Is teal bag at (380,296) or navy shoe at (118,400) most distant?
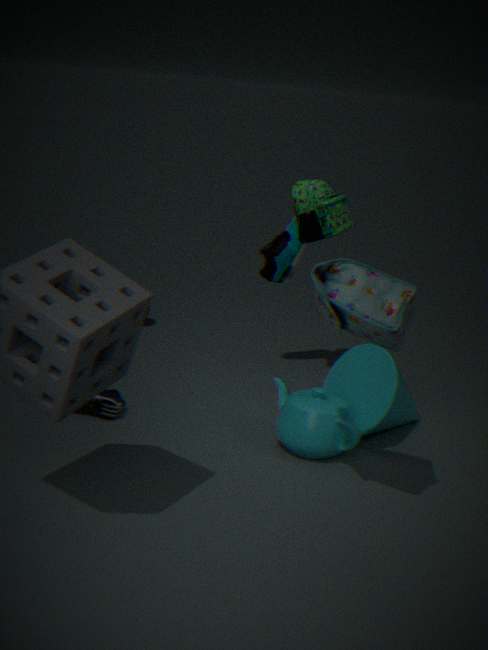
navy shoe at (118,400)
